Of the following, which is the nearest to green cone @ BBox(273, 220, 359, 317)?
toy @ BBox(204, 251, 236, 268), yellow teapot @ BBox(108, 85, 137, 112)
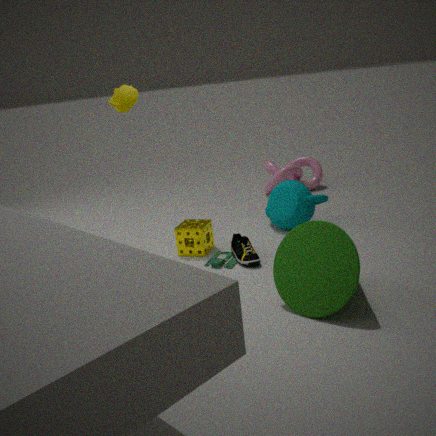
toy @ BBox(204, 251, 236, 268)
